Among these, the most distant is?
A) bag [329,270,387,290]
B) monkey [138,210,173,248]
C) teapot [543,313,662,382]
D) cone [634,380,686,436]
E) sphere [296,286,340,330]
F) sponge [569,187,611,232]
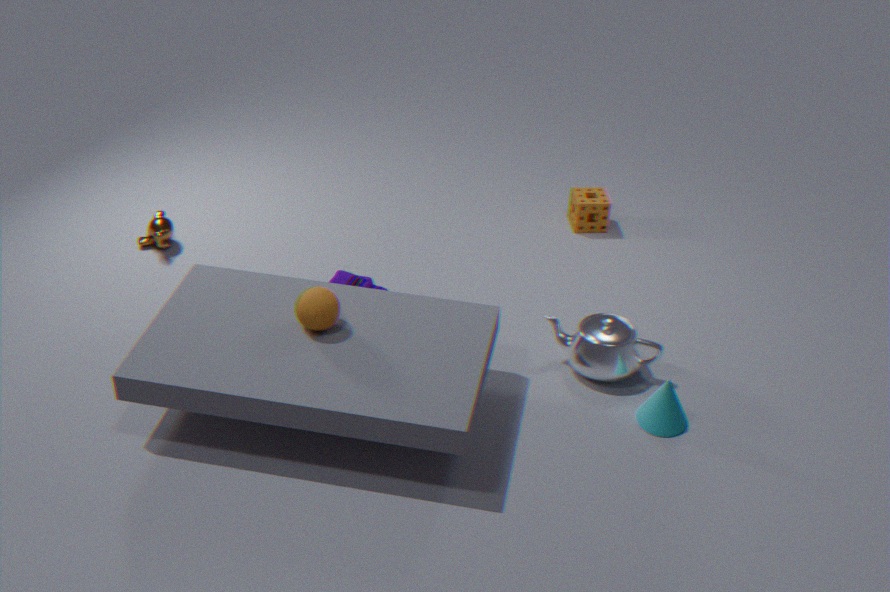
sponge [569,187,611,232]
